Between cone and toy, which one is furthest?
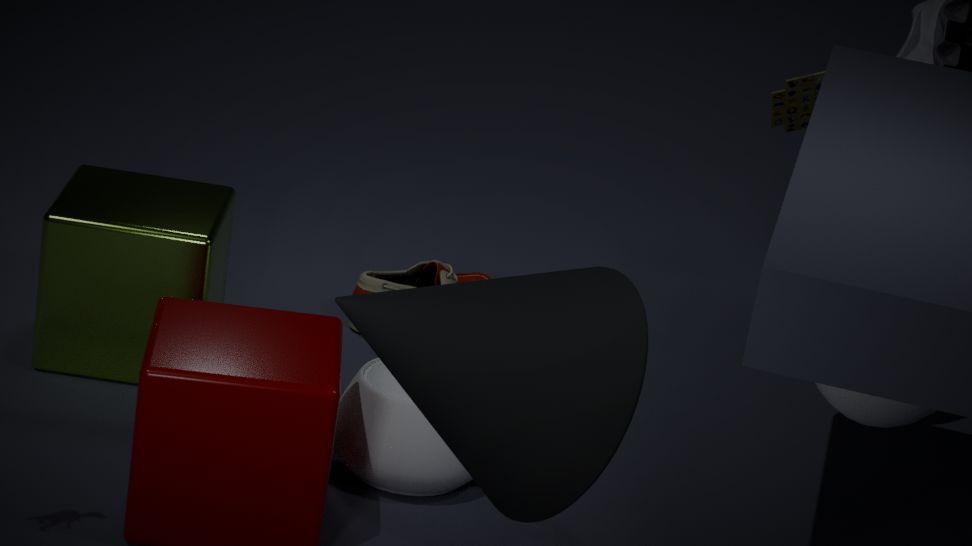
toy
